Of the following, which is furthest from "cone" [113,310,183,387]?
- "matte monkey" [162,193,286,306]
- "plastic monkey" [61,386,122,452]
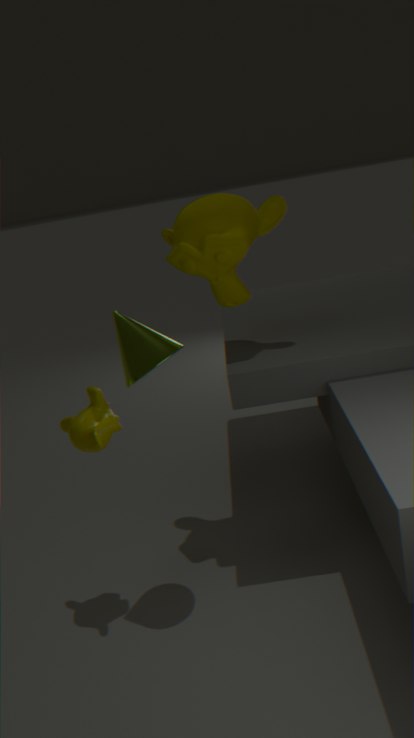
"matte monkey" [162,193,286,306]
